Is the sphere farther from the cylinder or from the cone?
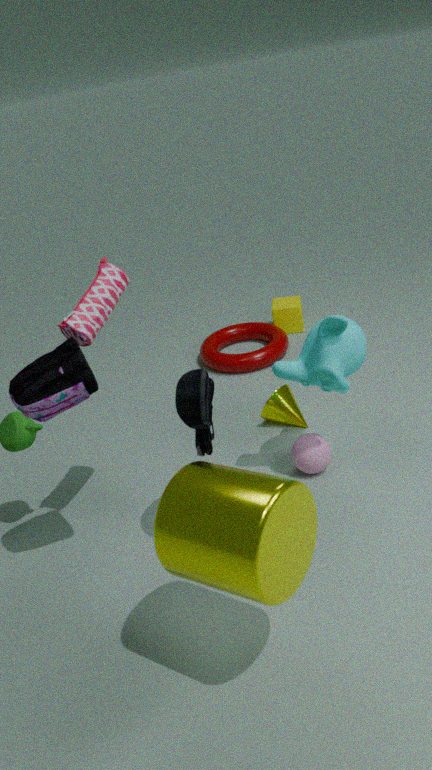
the cylinder
